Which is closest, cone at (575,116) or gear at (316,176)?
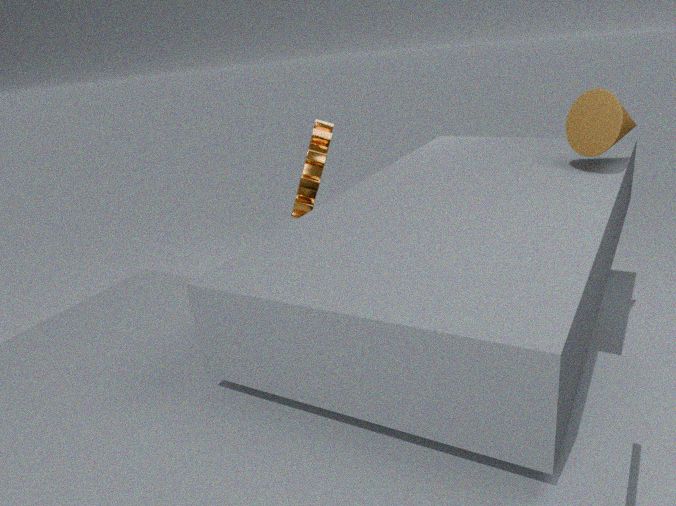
cone at (575,116)
